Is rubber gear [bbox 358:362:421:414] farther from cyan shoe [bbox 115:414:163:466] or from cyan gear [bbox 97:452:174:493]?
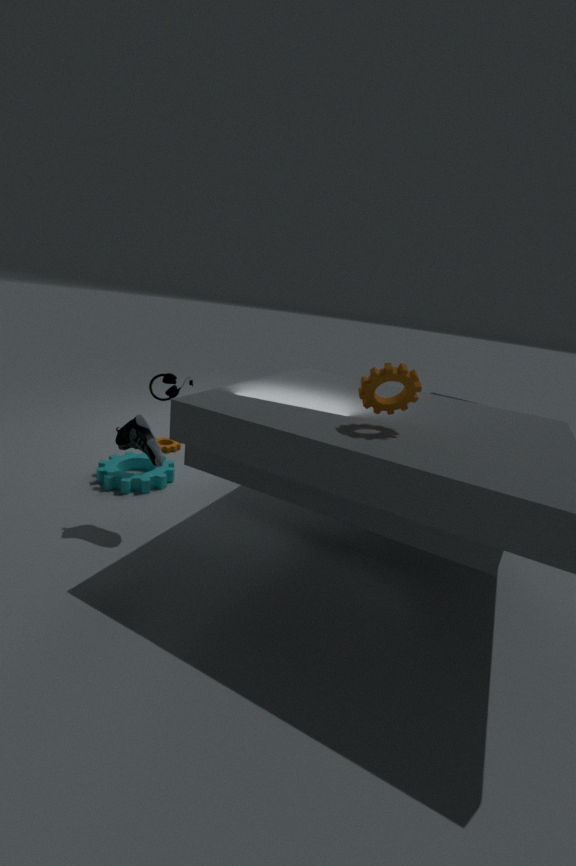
cyan gear [bbox 97:452:174:493]
